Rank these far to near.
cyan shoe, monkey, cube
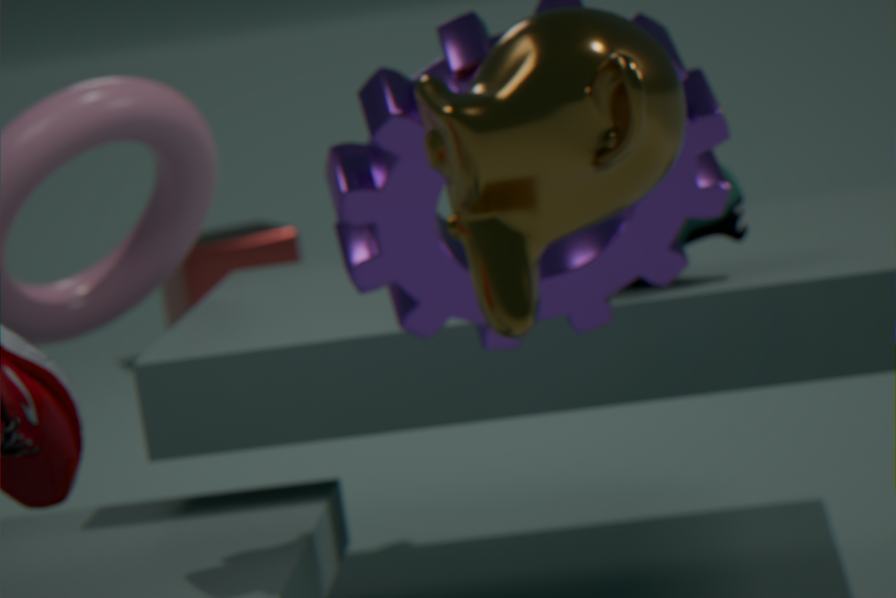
cube
cyan shoe
monkey
